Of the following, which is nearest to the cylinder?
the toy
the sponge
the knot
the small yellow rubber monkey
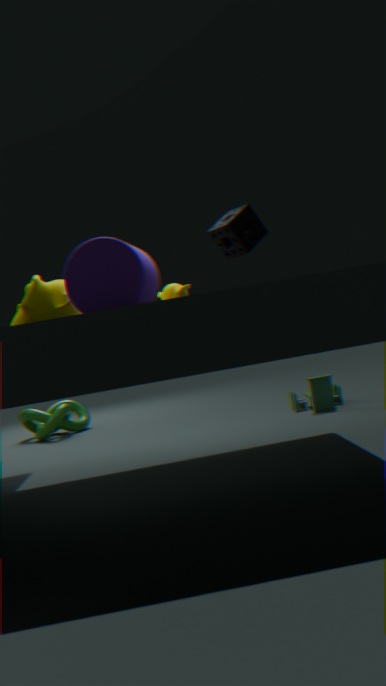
the small yellow rubber monkey
